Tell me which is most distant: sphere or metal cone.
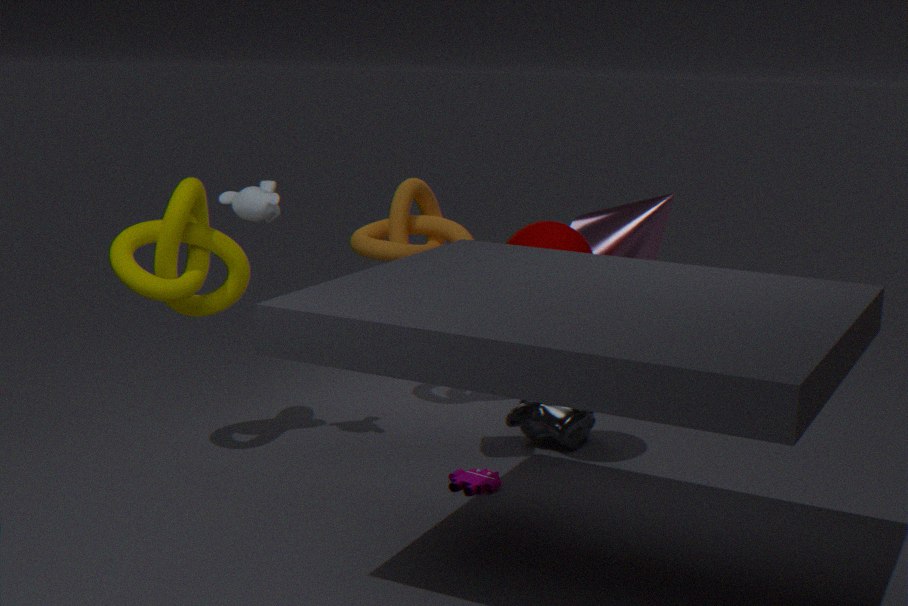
metal cone
